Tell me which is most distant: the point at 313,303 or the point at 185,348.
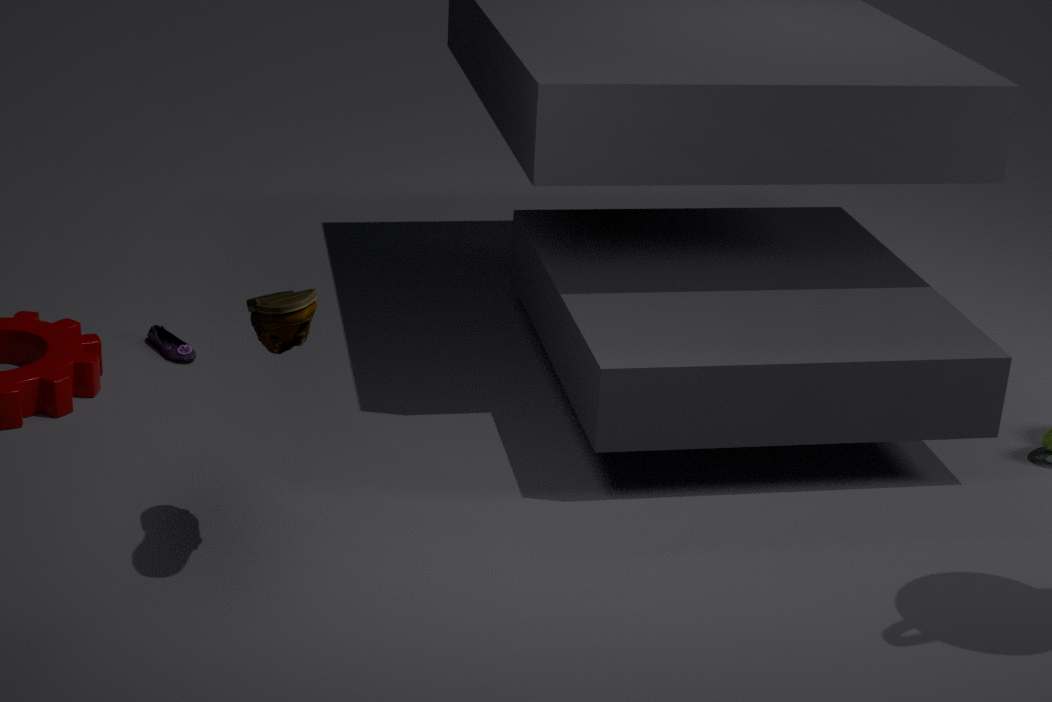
the point at 185,348
